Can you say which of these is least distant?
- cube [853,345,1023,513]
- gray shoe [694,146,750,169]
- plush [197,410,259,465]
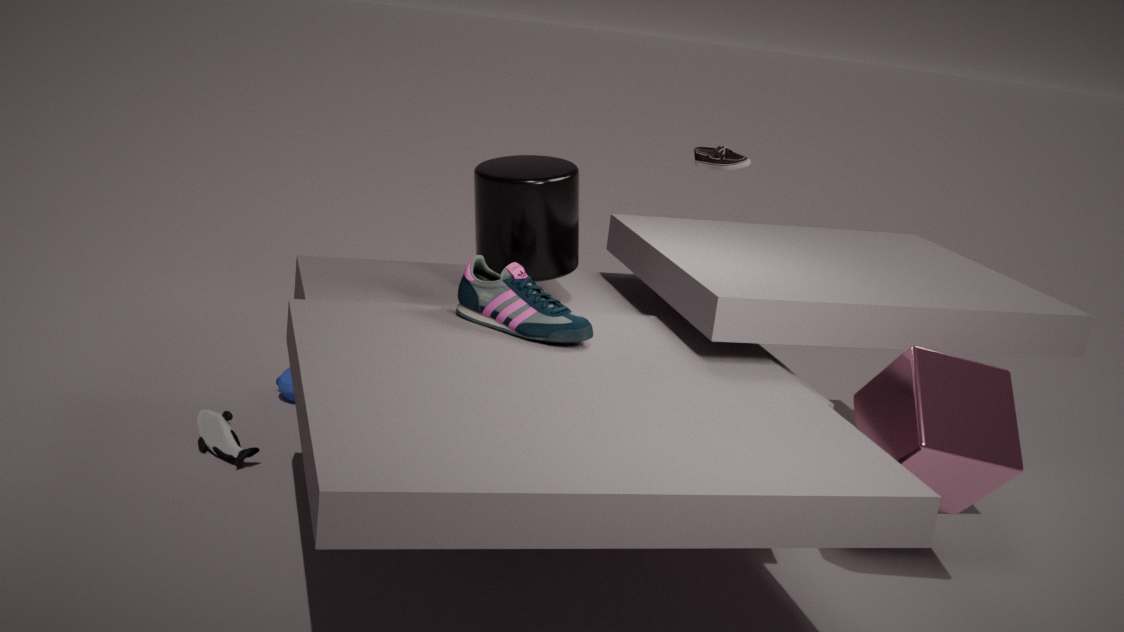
cube [853,345,1023,513]
